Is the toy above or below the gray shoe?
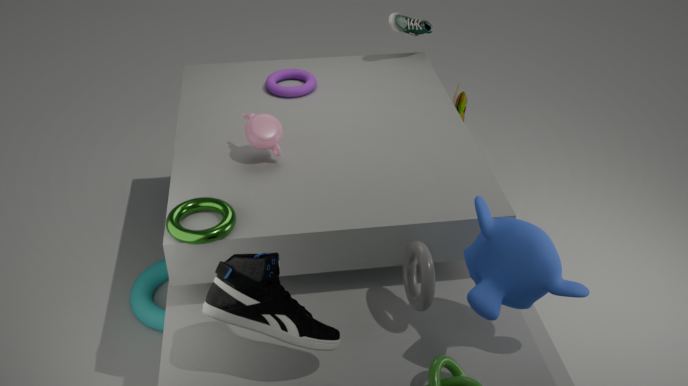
below
